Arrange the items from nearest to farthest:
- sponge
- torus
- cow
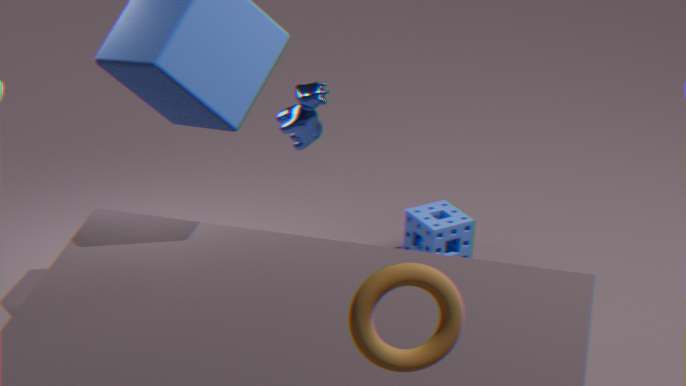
1. torus
2. cow
3. sponge
